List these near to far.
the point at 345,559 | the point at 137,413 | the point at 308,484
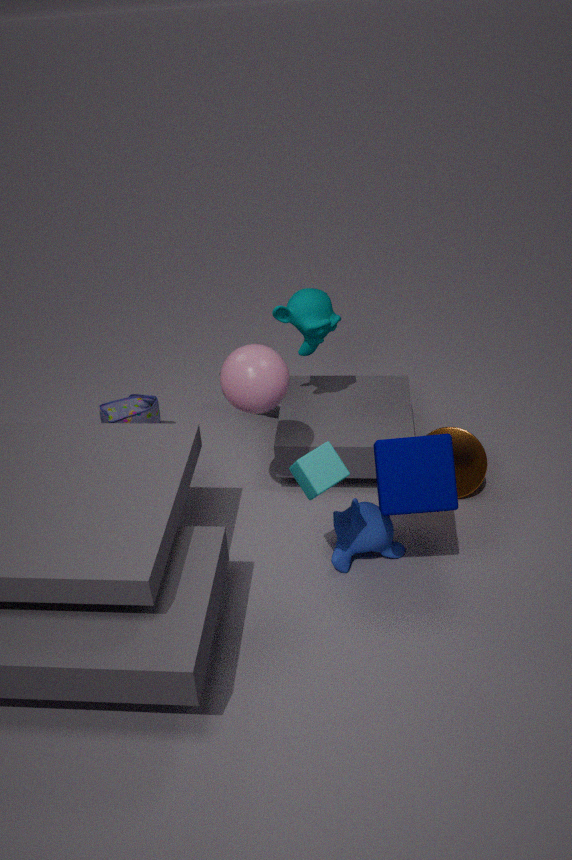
the point at 308,484 < the point at 345,559 < the point at 137,413
